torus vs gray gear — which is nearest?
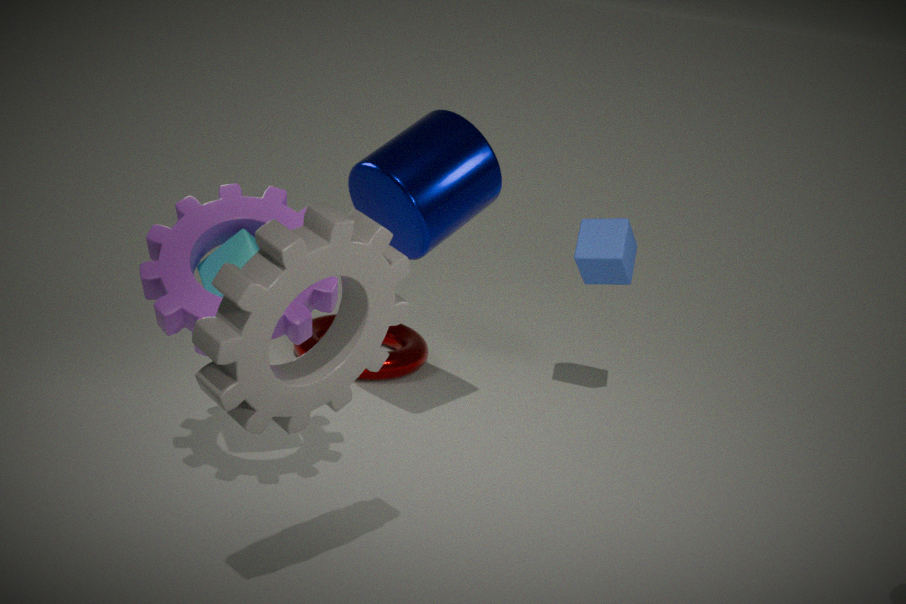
gray gear
